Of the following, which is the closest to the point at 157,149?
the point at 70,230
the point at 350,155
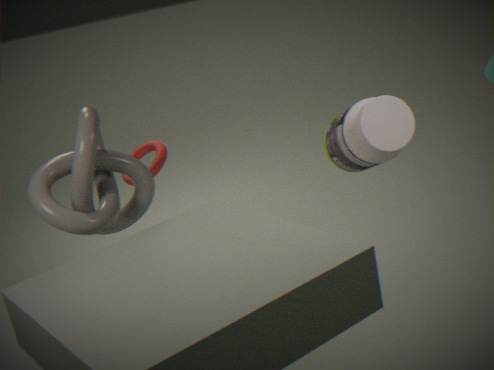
the point at 70,230
